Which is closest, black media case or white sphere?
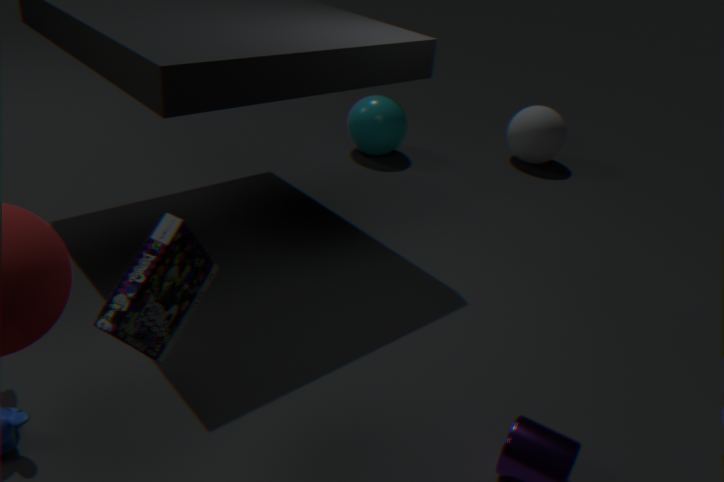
black media case
